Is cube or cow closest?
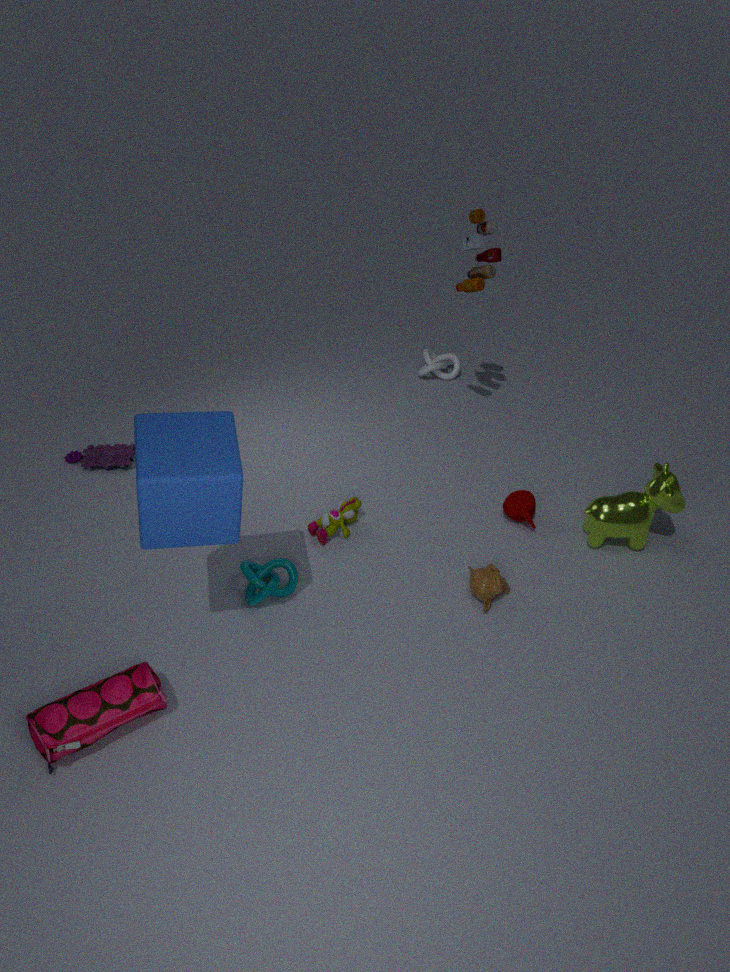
cube
